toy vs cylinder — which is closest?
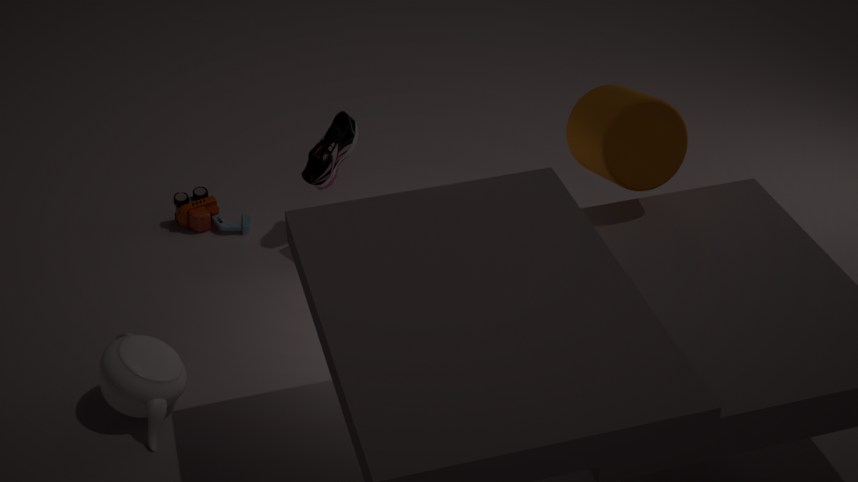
cylinder
